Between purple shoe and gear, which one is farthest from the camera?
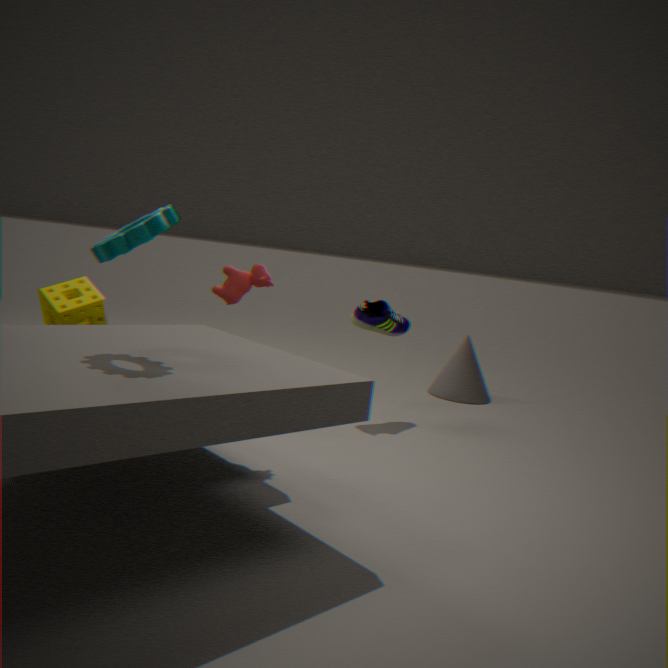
purple shoe
